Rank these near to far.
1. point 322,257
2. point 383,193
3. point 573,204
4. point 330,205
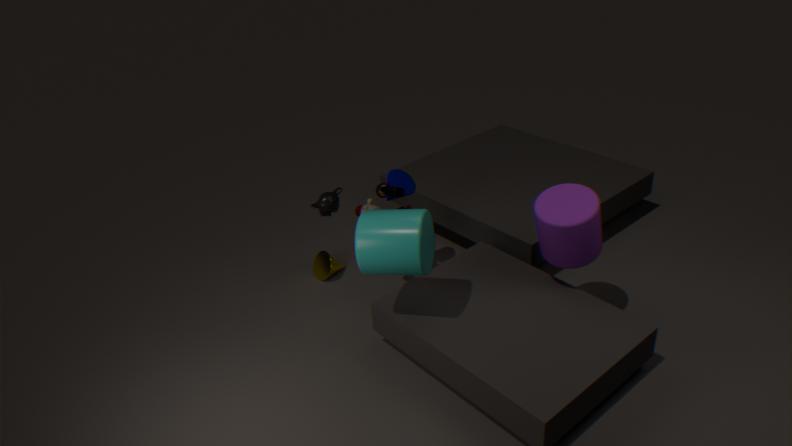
1. point 573,204
2. point 383,193
3. point 330,205
4. point 322,257
